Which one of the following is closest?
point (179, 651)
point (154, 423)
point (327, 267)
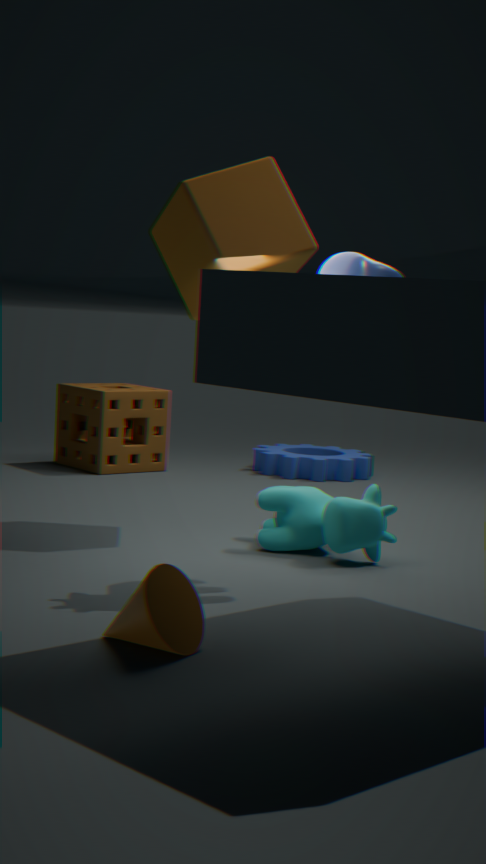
point (179, 651)
